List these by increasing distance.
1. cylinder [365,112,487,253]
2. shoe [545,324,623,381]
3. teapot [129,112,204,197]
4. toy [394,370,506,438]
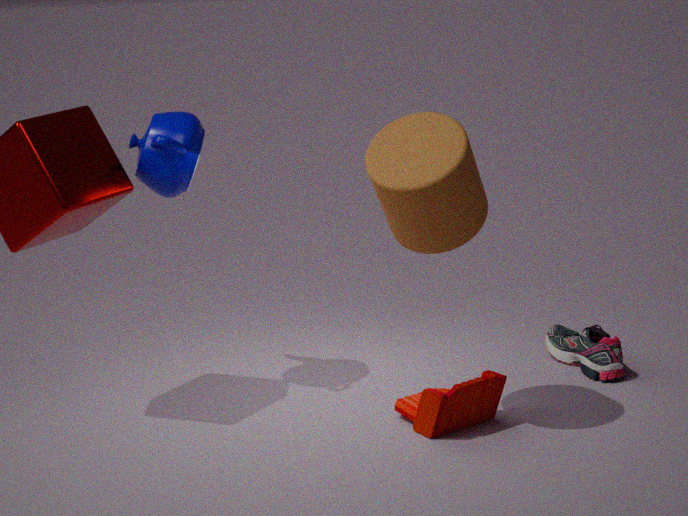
cylinder [365,112,487,253]
toy [394,370,506,438]
teapot [129,112,204,197]
shoe [545,324,623,381]
